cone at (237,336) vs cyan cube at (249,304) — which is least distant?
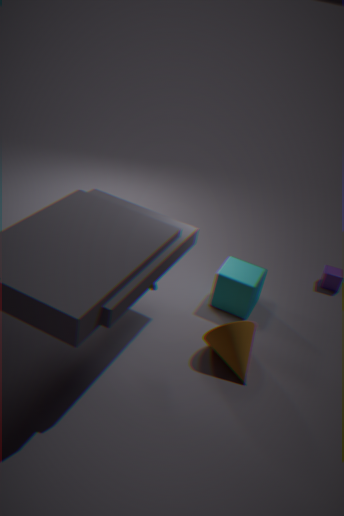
cone at (237,336)
